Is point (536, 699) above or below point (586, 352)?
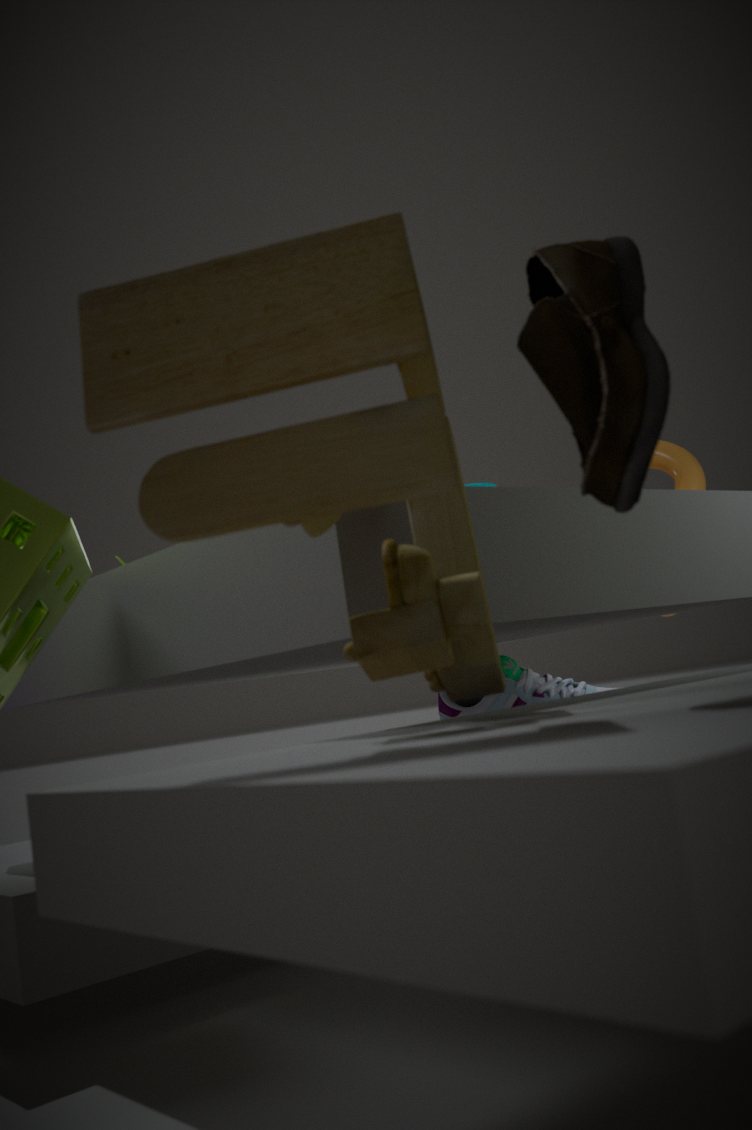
below
